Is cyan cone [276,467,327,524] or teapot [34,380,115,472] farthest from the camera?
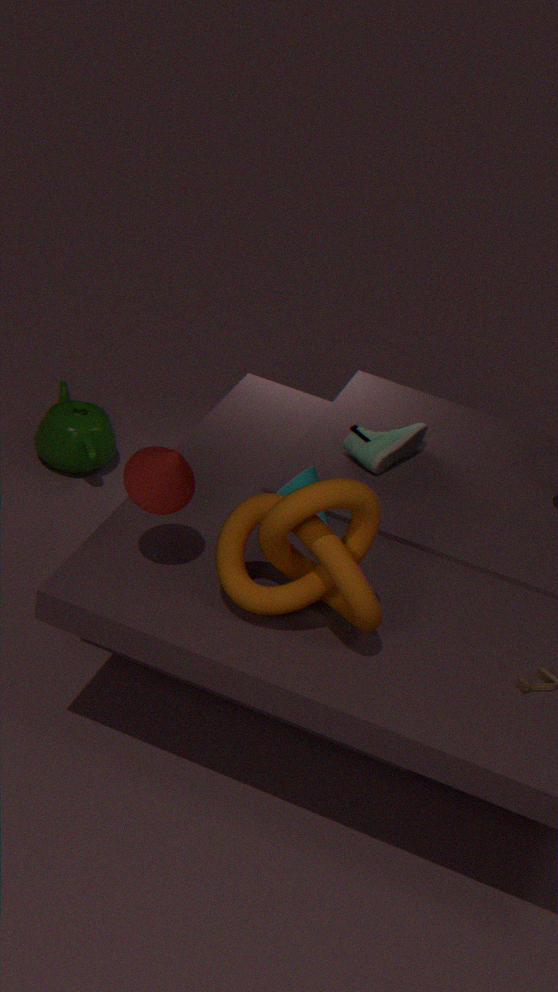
teapot [34,380,115,472]
